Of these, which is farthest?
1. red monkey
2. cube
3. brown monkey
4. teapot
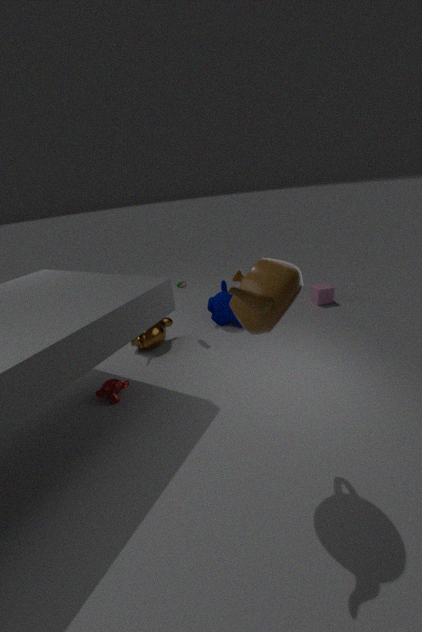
cube
